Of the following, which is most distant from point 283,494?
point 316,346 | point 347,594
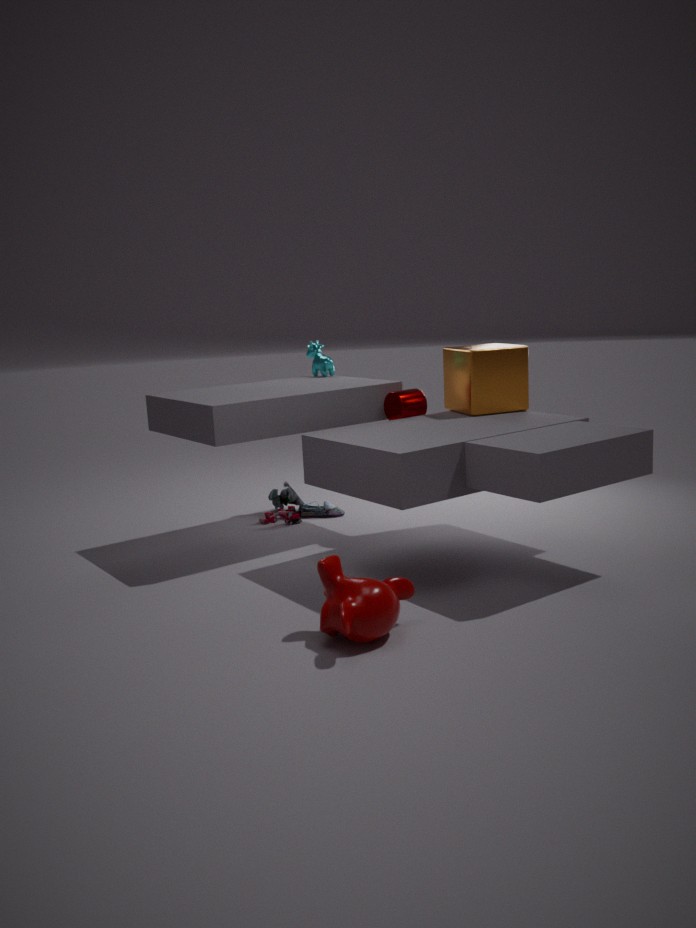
point 347,594
